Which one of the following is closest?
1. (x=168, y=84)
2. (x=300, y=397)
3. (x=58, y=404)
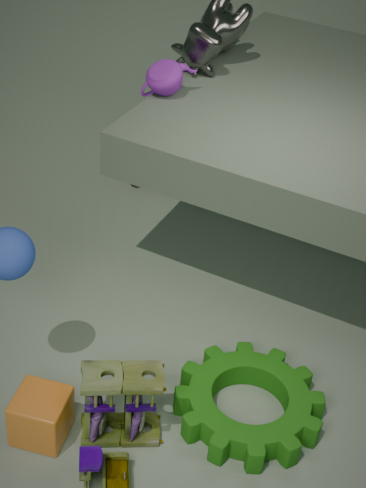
(x=58, y=404)
